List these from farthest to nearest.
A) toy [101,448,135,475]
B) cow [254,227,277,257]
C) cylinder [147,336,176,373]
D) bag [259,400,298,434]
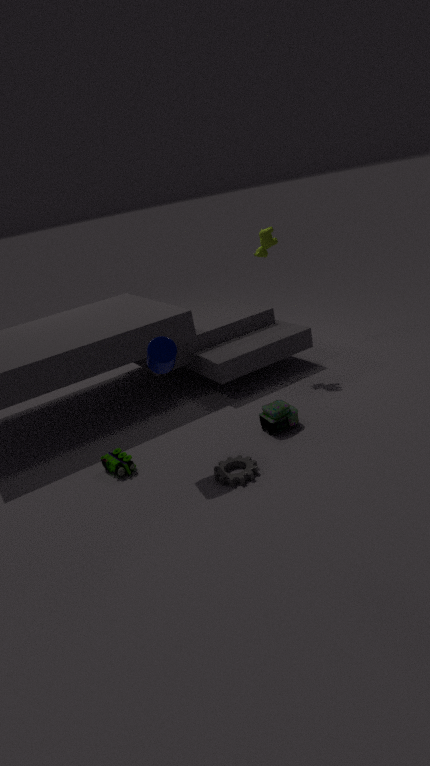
cow [254,227,277,257]
bag [259,400,298,434]
toy [101,448,135,475]
cylinder [147,336,176,373]
